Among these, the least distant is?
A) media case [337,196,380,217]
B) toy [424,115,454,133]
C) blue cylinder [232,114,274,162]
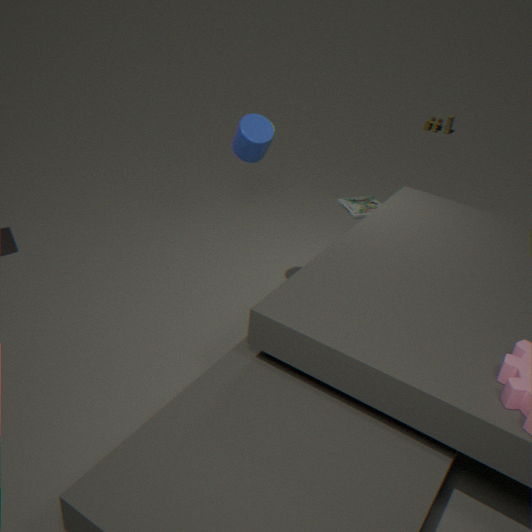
A: blue cylinder [232,114,274,162]
